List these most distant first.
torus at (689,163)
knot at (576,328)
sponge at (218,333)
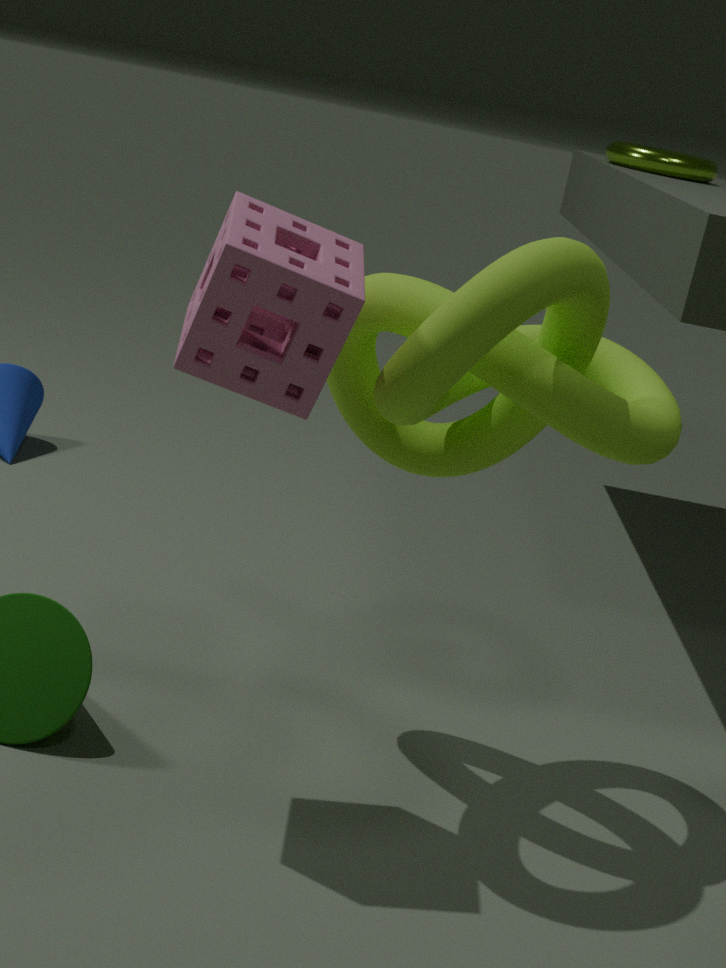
torus at (689,163) → knot at (576,328) → sponge at (218,333)
